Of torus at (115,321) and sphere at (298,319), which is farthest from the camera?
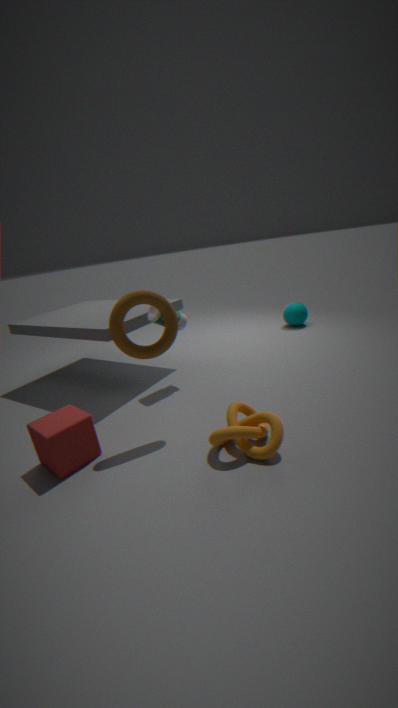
sphere at (298,319)
